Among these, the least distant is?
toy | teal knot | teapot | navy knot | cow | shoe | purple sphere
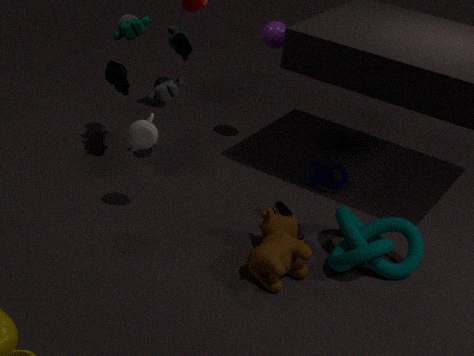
cow
